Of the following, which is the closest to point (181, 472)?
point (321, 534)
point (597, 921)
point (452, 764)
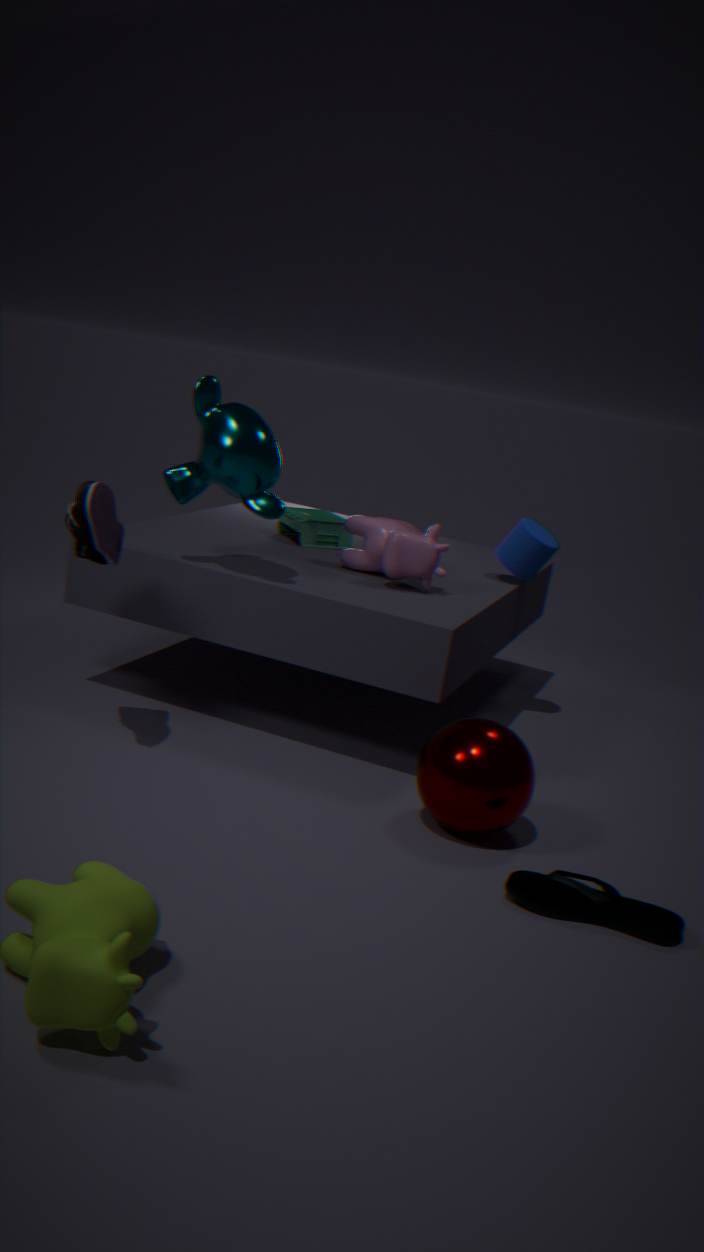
point (321, 534)
